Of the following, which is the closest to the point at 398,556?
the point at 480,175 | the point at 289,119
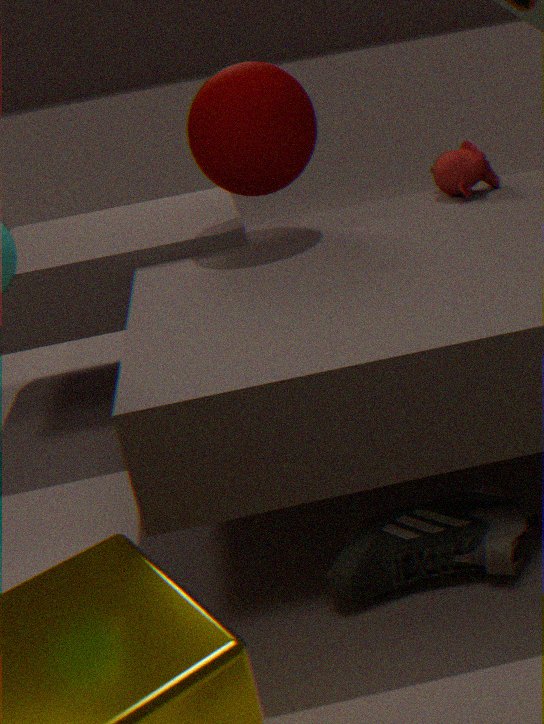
the point at 480,175
